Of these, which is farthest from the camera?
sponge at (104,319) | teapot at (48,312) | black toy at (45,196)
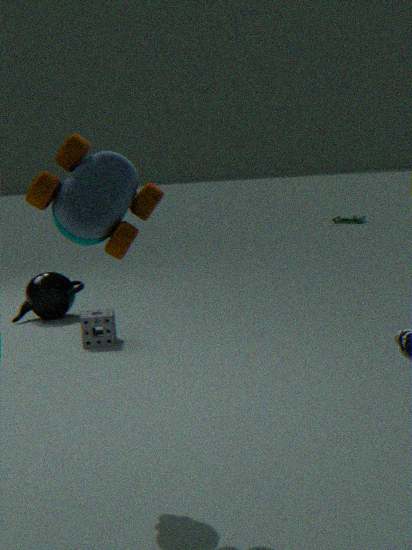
teapot at (48,312)
